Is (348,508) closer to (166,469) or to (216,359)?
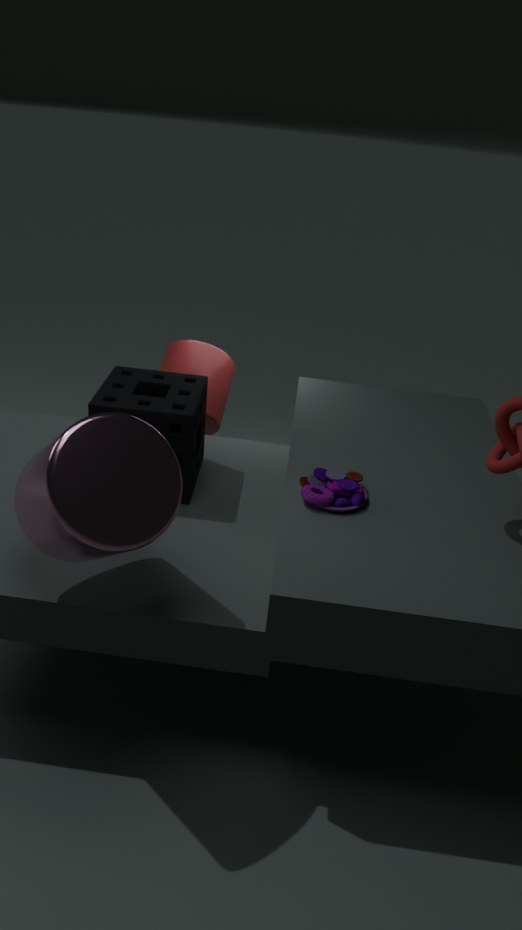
(166,469)
